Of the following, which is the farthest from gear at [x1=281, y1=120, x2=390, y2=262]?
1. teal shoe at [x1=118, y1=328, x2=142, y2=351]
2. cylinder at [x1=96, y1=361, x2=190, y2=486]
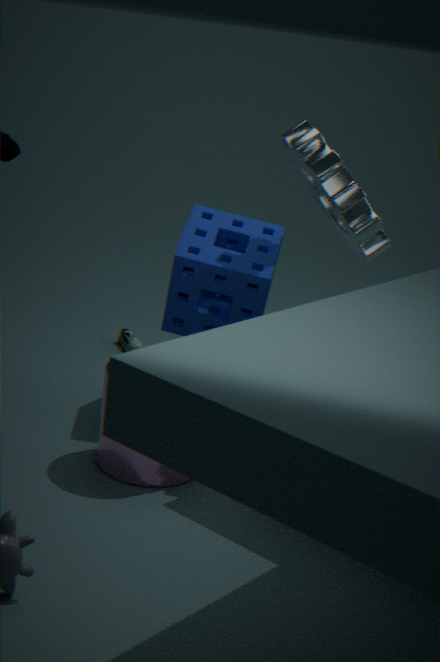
teal shoe at [x1=118, y1=328, x2=142, y2=351]
